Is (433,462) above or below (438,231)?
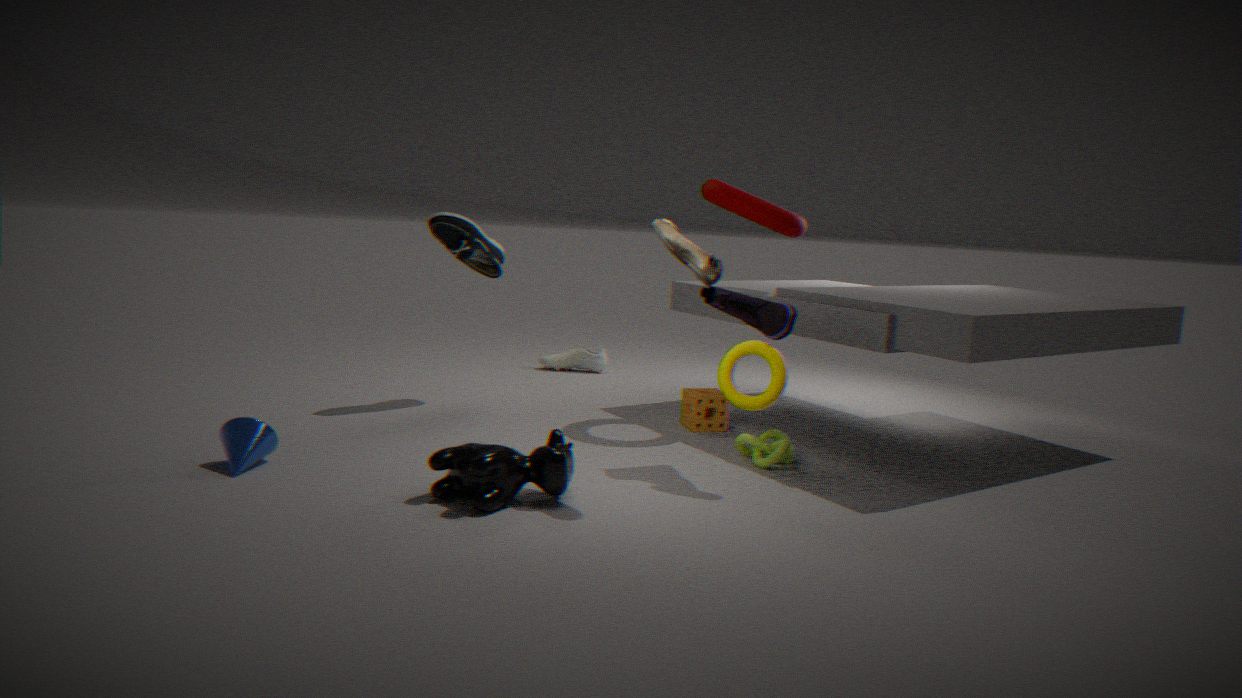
below
